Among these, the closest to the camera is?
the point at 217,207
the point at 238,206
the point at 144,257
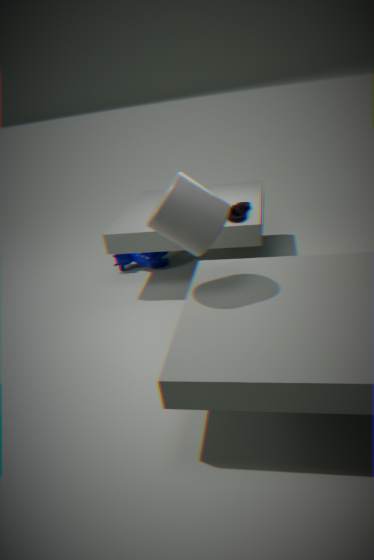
the point at 217,207
